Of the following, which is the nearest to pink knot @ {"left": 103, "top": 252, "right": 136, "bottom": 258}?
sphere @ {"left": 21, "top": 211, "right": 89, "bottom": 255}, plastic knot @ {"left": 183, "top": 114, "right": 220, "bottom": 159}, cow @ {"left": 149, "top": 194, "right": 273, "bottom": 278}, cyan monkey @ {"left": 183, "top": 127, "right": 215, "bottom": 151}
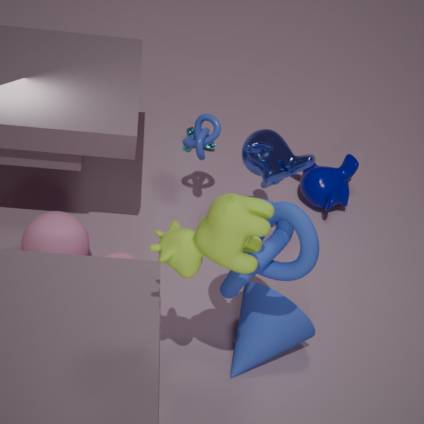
sphere @ {"left": 21, "top": 211, "right": 89, "bottom": 255}
